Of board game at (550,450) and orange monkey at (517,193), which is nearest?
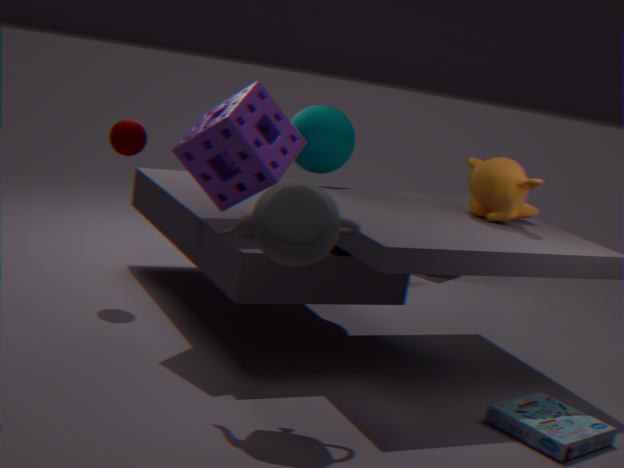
board game at (550,450)
